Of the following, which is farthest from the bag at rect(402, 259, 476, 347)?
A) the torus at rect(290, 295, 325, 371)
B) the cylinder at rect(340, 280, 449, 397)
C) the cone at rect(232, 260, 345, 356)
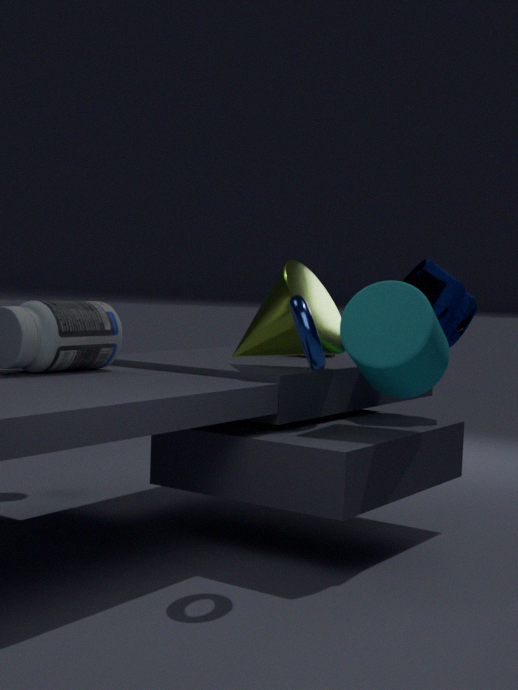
the torus at rect(290, 295, 325, 371)
